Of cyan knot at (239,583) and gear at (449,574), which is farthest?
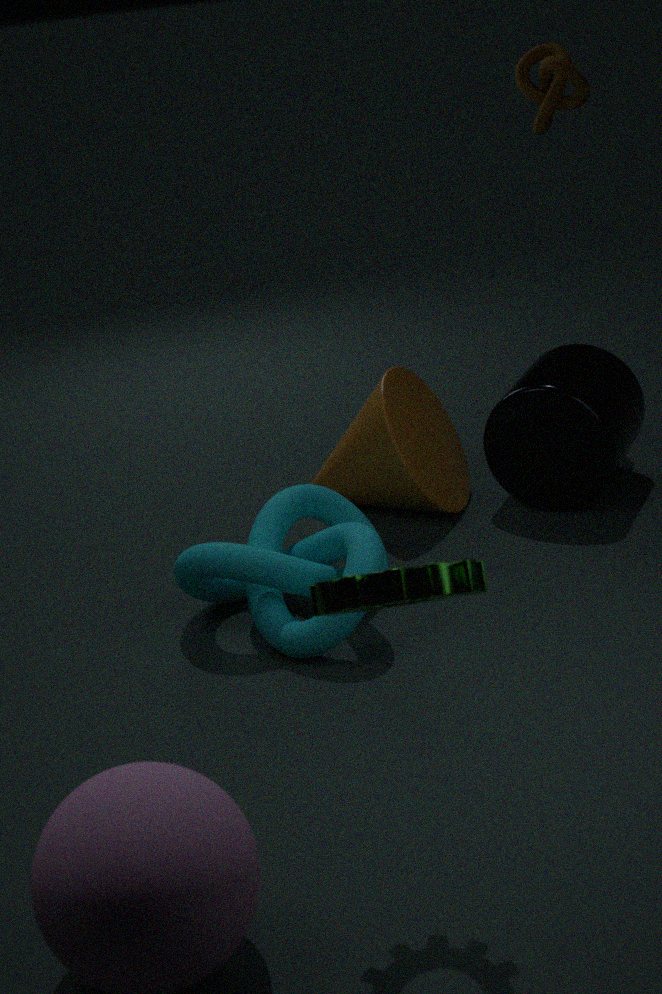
cyan knot at (239,583)
